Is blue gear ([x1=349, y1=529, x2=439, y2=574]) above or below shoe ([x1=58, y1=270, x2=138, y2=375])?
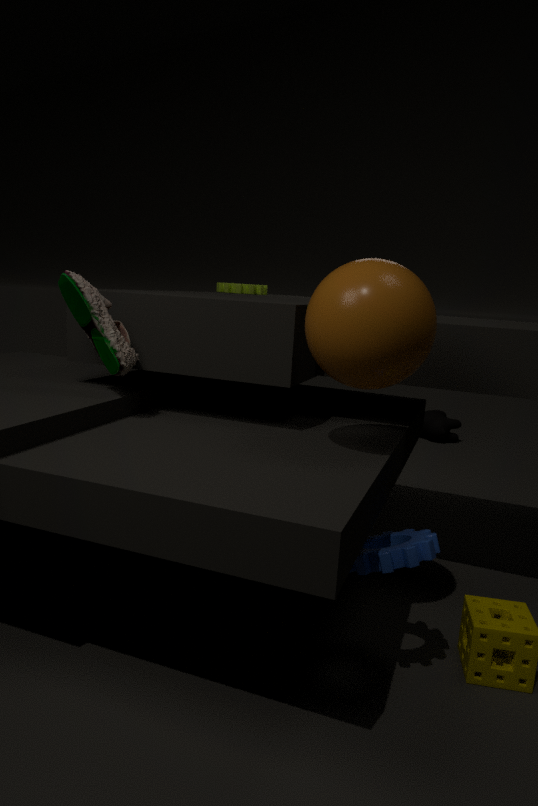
below
